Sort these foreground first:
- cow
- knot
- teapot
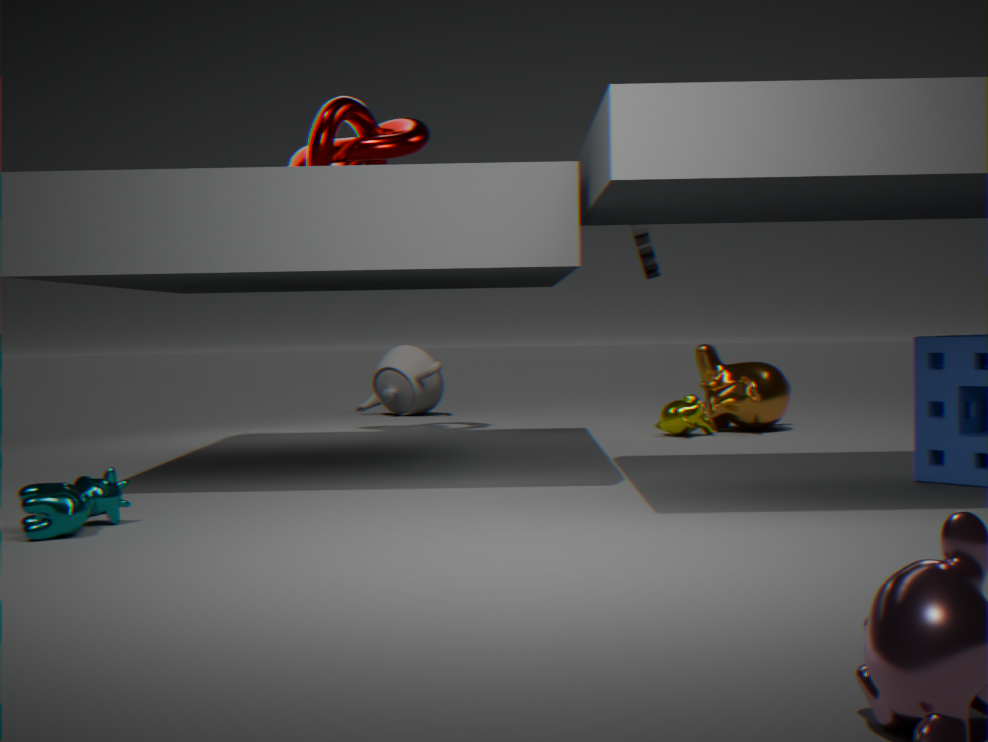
1. cow
2. knot
3. teapot
